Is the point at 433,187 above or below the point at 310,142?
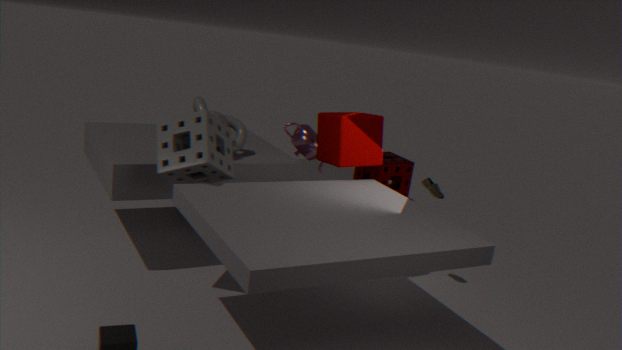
below
